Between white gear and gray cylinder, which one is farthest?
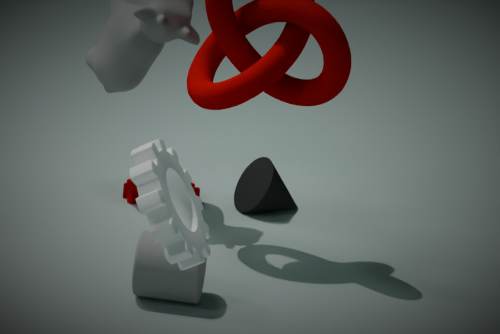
gray cylinder
